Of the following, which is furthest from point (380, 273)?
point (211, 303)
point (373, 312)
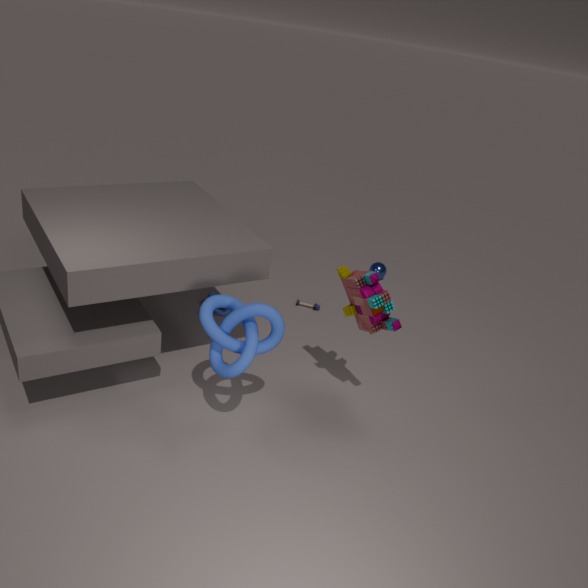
point (211, 303)
